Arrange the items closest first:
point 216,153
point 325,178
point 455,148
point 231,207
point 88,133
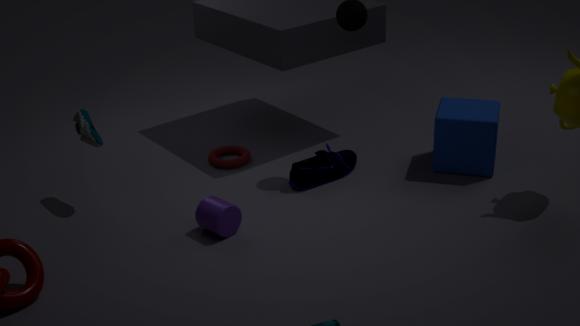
point 231,207 → point 88,133 → point 455,148 → point 325,178 → point 216,153
